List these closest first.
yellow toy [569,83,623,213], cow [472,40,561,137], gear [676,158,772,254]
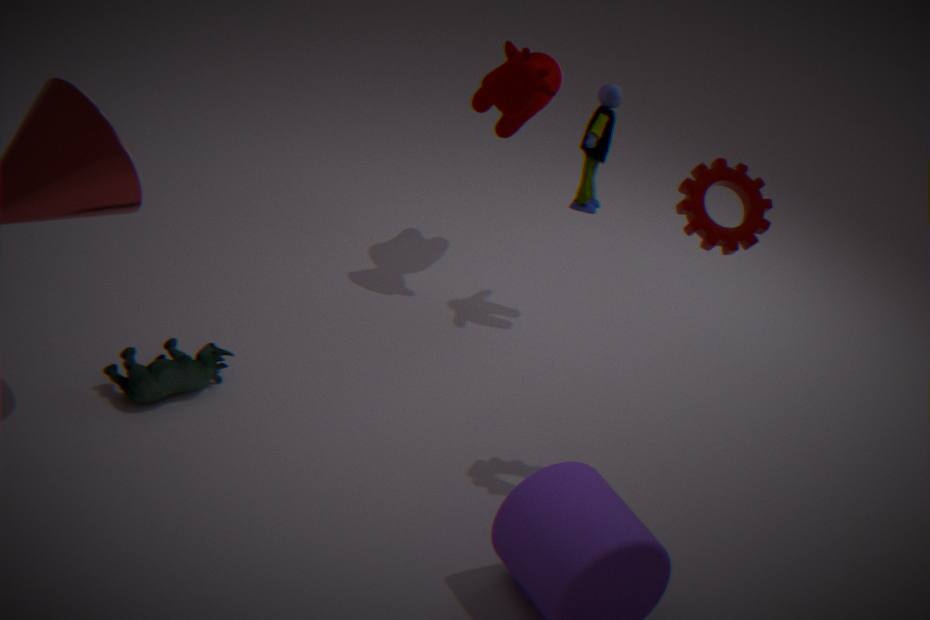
gear [676,158,772,254], yellow toy [569,83,623,213], cow [472,40,561,137]
